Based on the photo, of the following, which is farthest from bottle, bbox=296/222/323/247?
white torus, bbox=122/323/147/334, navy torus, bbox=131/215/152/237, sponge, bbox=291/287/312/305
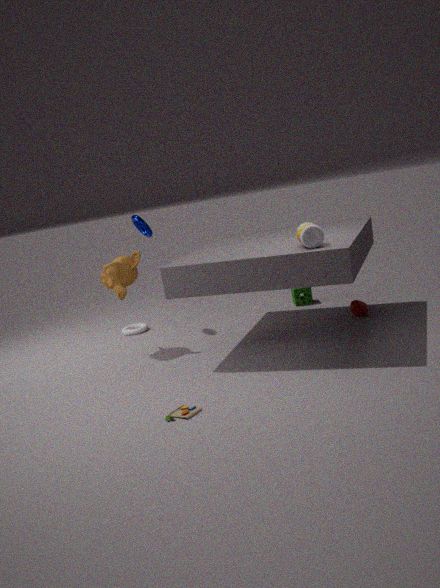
white torus, bbox=122/323/147/334
